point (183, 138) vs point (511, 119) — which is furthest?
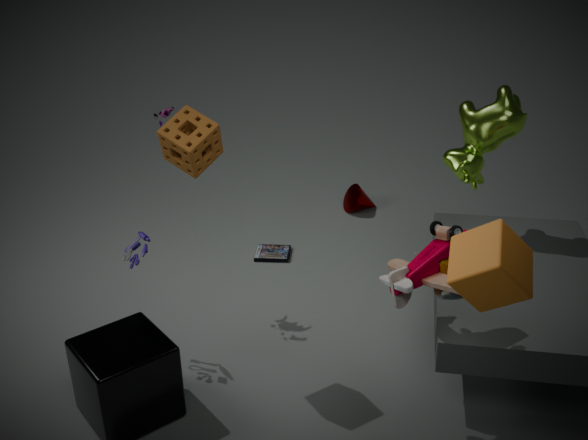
point (511, 119)
